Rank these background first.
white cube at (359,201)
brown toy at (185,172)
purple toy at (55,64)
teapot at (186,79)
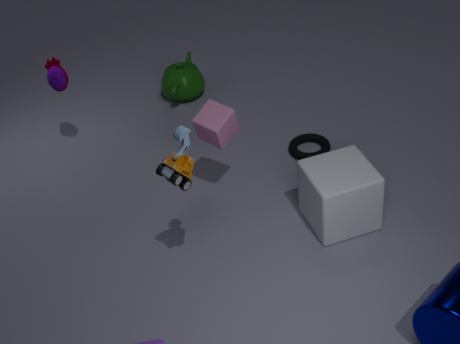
teapot at (186,79) < purple toy at (55,64) < white cube at (359,201) < brown toy at (185,172)
